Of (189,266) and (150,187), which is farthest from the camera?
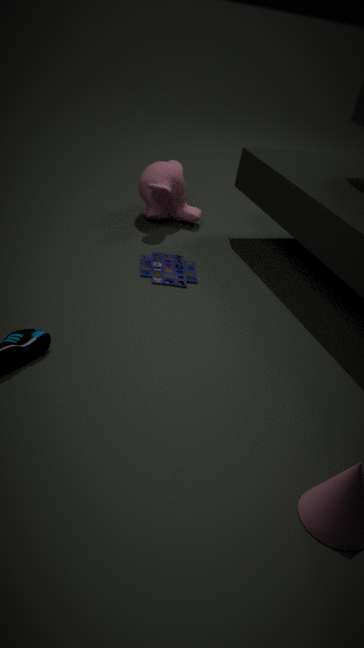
(150,187)
